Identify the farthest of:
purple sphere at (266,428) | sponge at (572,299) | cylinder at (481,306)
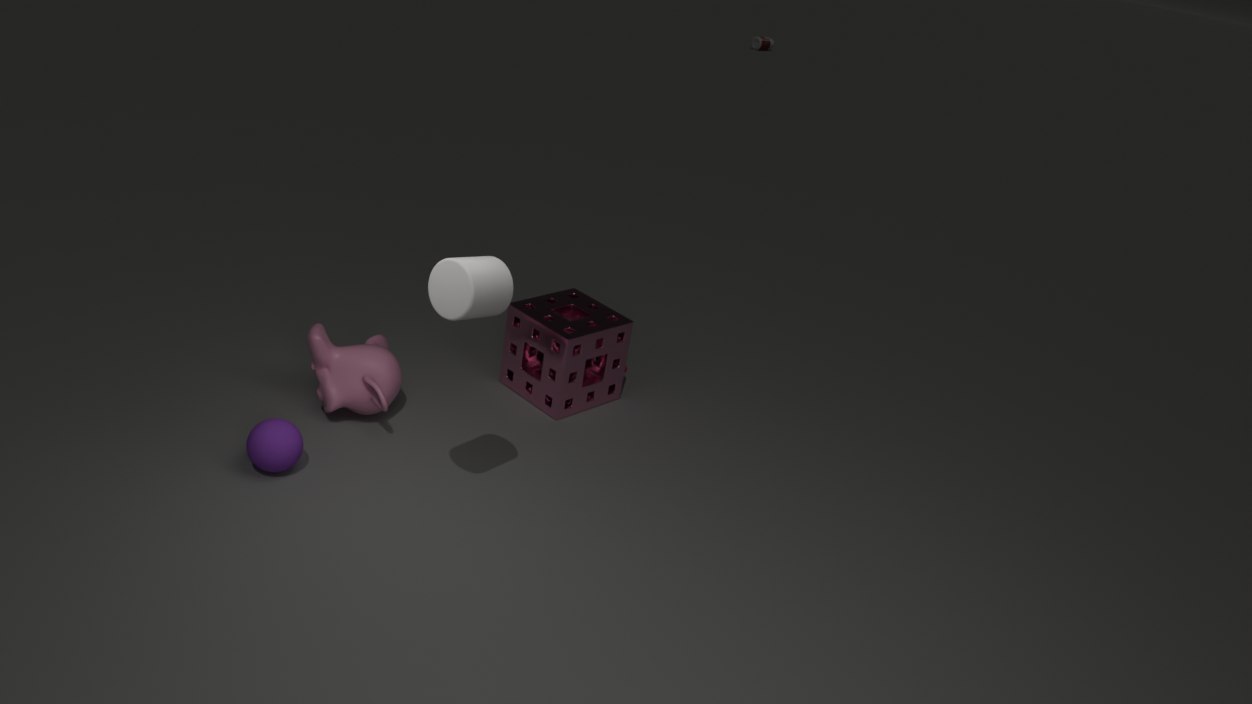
sponge at (572,299)
